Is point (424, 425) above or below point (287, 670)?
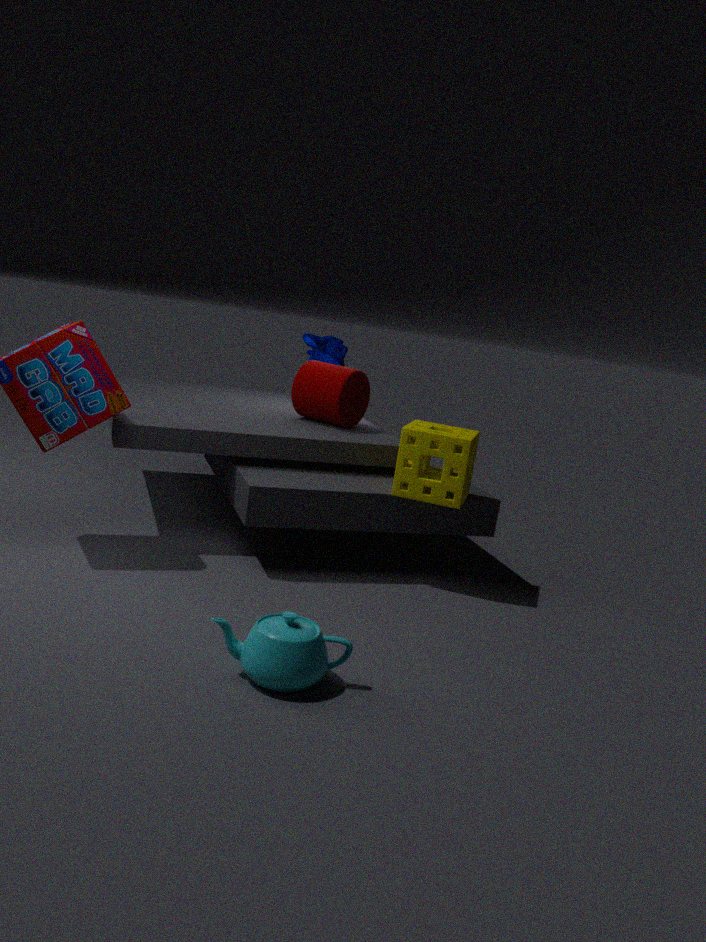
above
